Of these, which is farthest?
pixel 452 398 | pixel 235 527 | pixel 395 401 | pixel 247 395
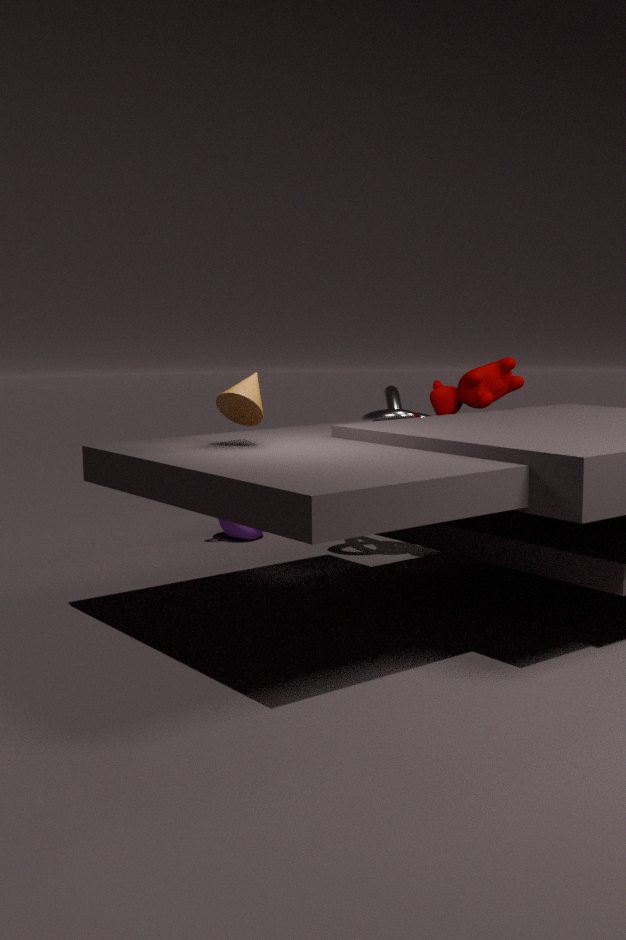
pixel 235 527
